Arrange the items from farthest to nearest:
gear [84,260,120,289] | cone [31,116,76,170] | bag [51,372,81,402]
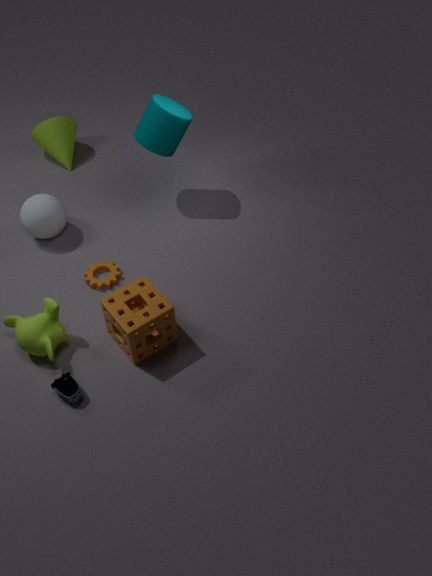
cone [31,116,76,170], gear [84,260,120,289], bag [51,372,81,402]
